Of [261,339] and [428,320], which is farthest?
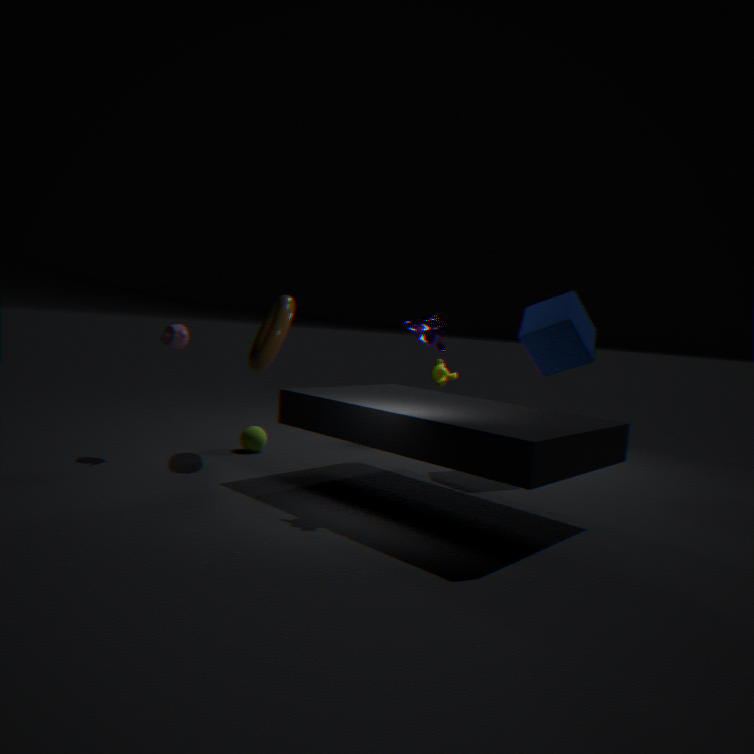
[261,339]
